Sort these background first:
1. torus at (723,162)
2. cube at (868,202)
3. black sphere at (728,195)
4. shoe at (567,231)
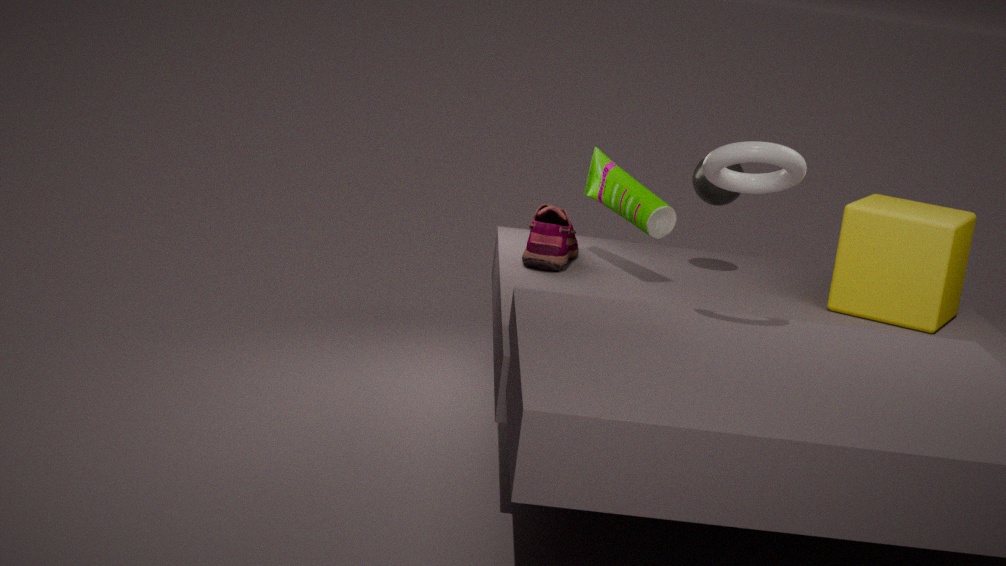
1. black sphere at (728,195)
2. shoe at (567,231)
3. cube at (868,202)
4. torus at (723,162)
